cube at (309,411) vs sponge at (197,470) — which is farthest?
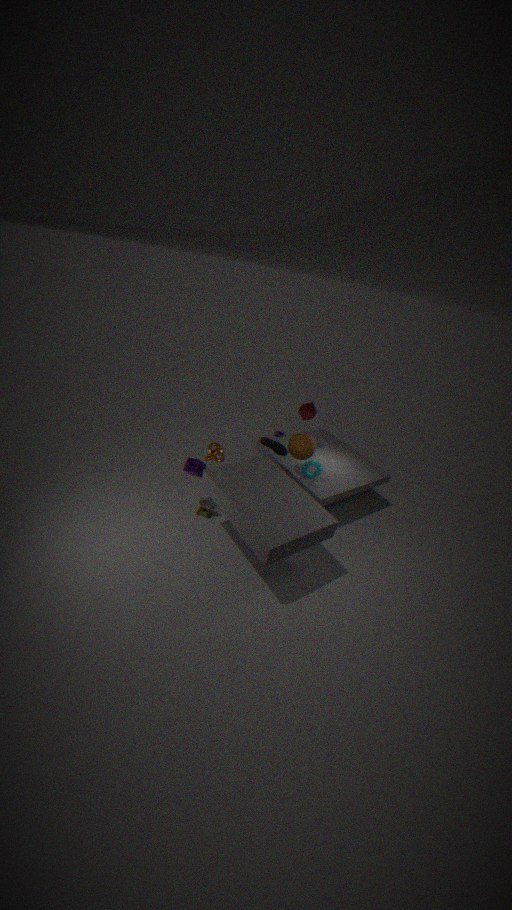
cube at (309,411)
